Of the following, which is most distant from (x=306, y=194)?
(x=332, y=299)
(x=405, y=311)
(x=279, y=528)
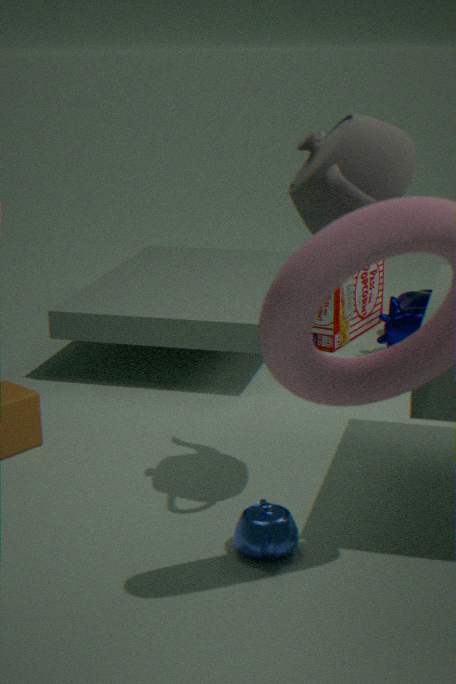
(x=332, y=299)
